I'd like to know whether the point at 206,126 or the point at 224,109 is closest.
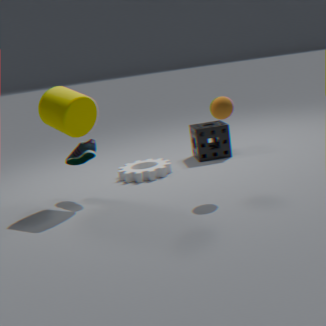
the point at 224,109
